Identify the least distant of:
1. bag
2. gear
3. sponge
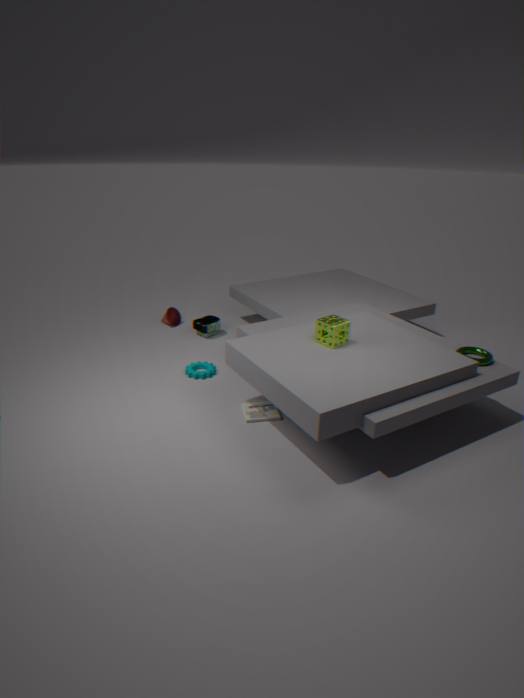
sponge
